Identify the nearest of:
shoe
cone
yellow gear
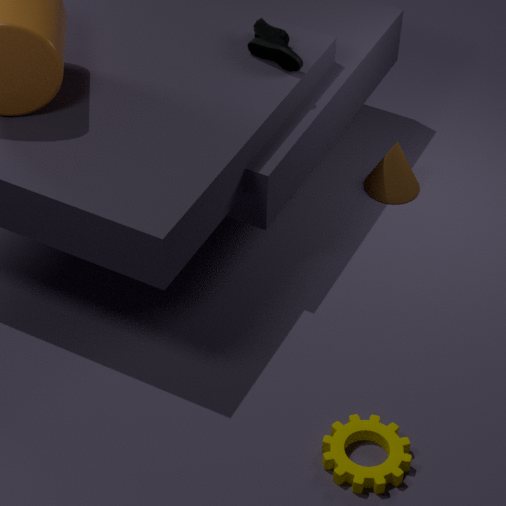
yellow gear
